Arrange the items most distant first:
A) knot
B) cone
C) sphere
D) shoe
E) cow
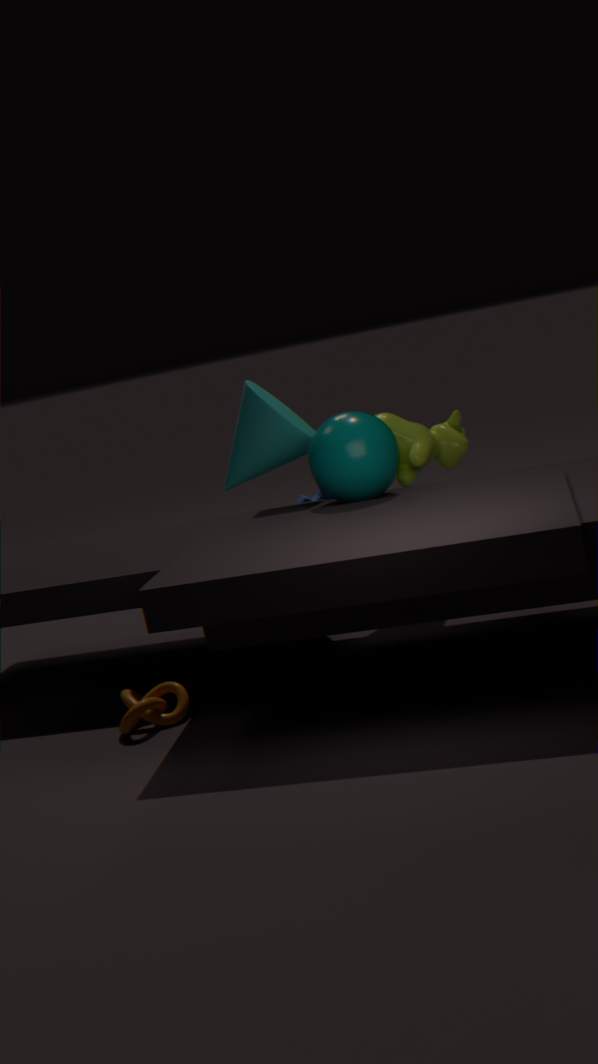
1. cow
2. cone
3. shoe
4. sphere
5. knot
